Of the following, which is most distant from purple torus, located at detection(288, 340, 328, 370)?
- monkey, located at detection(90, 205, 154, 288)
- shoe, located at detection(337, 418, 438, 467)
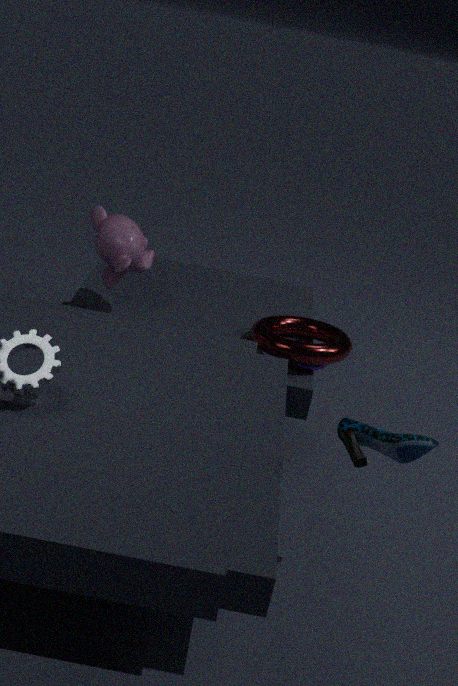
shoe, located at detection(337, 418, 438, 467)
